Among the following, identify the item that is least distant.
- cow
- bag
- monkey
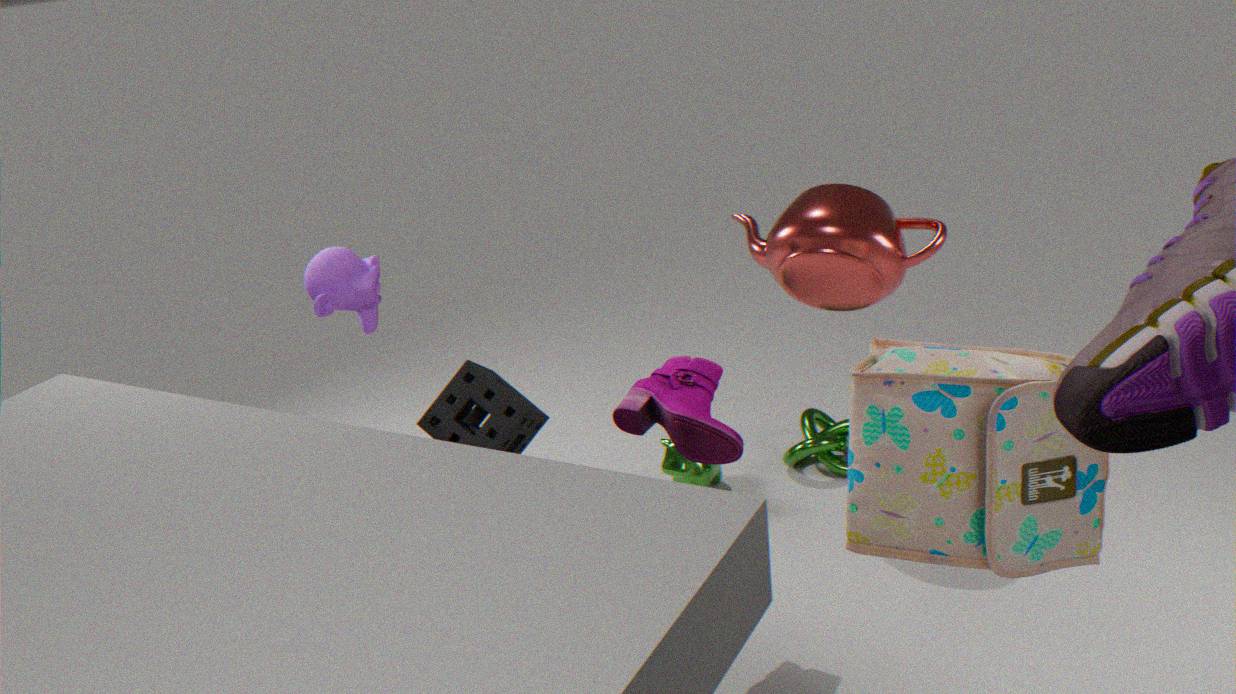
bag
